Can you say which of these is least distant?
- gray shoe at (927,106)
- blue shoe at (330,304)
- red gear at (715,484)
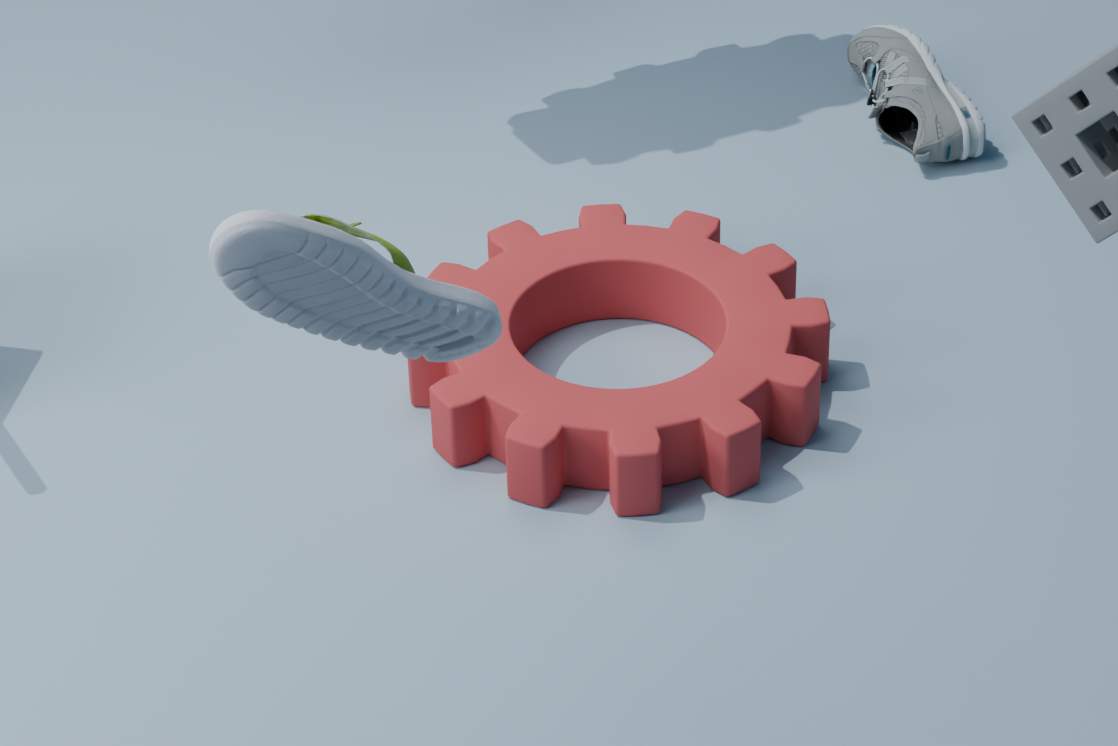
blue shoe at (330,304)
